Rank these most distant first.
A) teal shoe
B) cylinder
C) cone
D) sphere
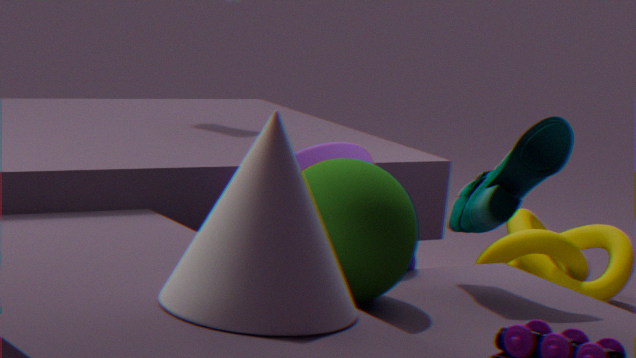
cylinder → teal shoe → sphere → cone
